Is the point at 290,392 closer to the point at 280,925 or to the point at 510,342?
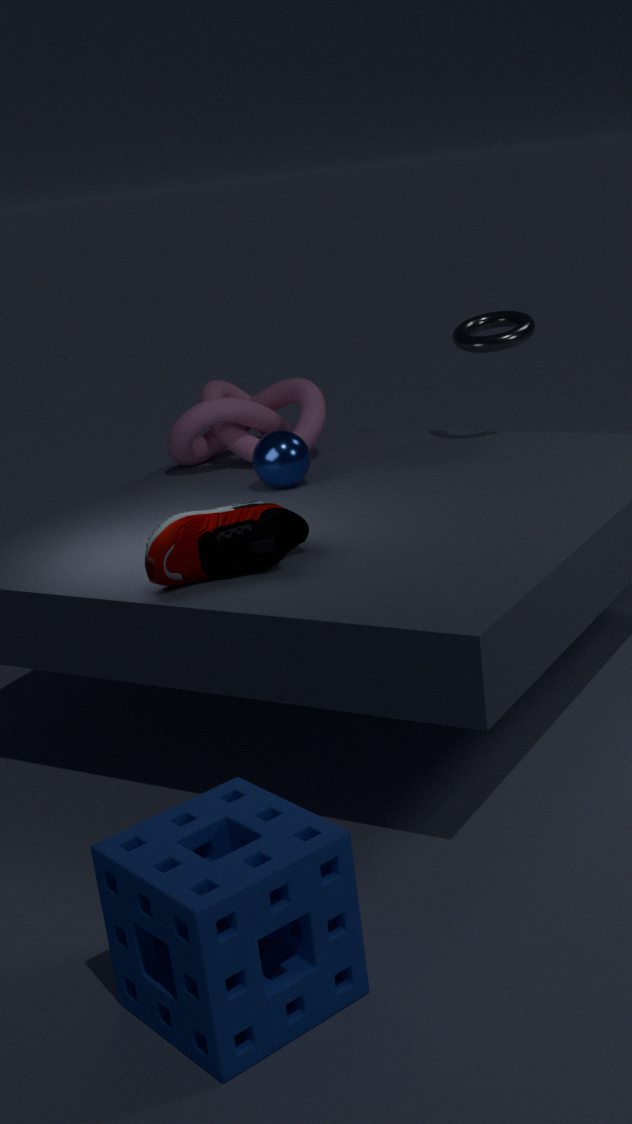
the point at 510,342
